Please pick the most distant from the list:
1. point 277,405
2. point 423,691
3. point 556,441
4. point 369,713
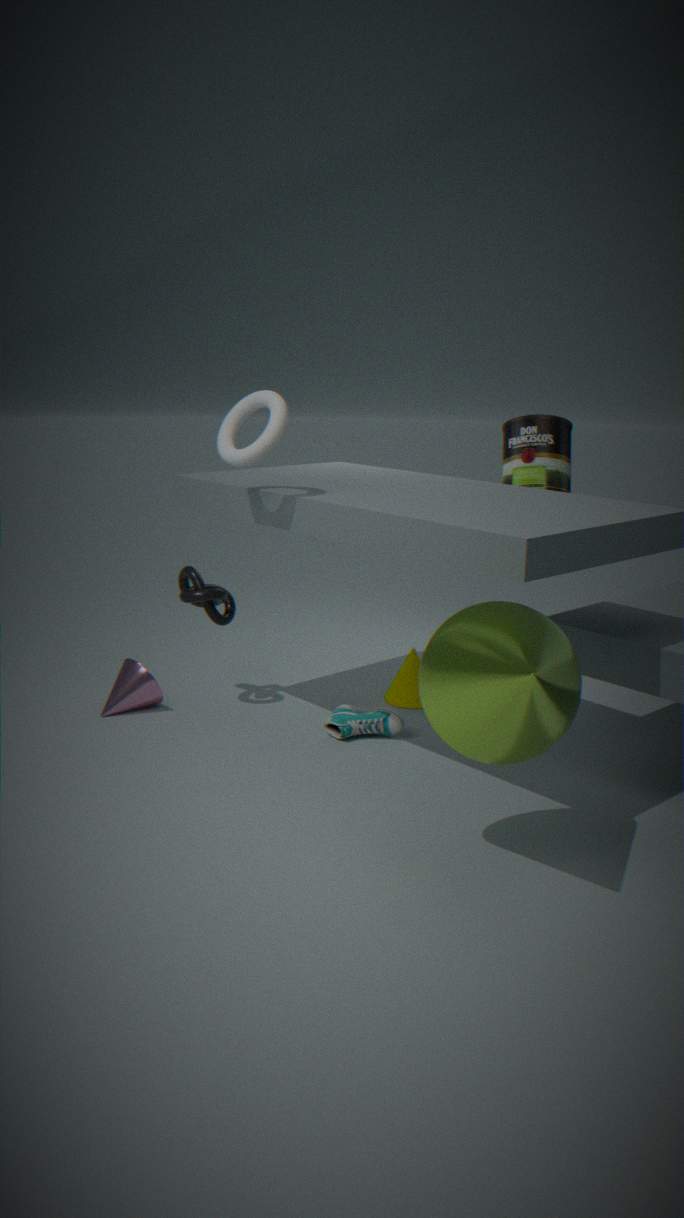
point 556,441
